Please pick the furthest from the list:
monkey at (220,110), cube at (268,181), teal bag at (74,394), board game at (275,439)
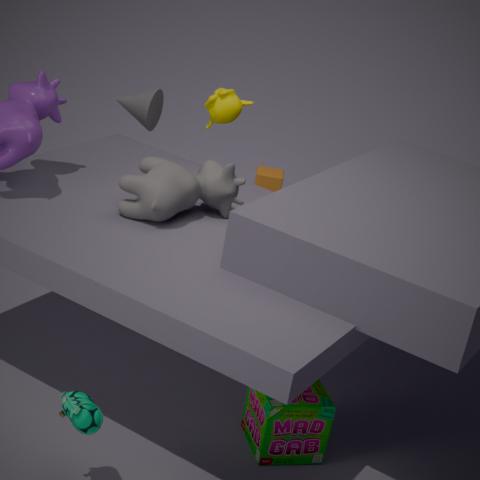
cube at (268,181)
